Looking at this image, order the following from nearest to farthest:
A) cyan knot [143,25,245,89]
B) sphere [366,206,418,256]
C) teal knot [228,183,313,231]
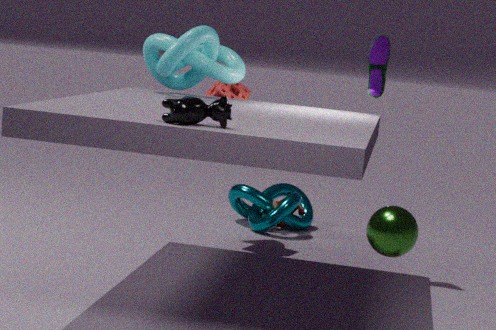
sphere [366,206,418,256] → cyan knot [143,25,245,89] → teal knot [228,183,313,231]
